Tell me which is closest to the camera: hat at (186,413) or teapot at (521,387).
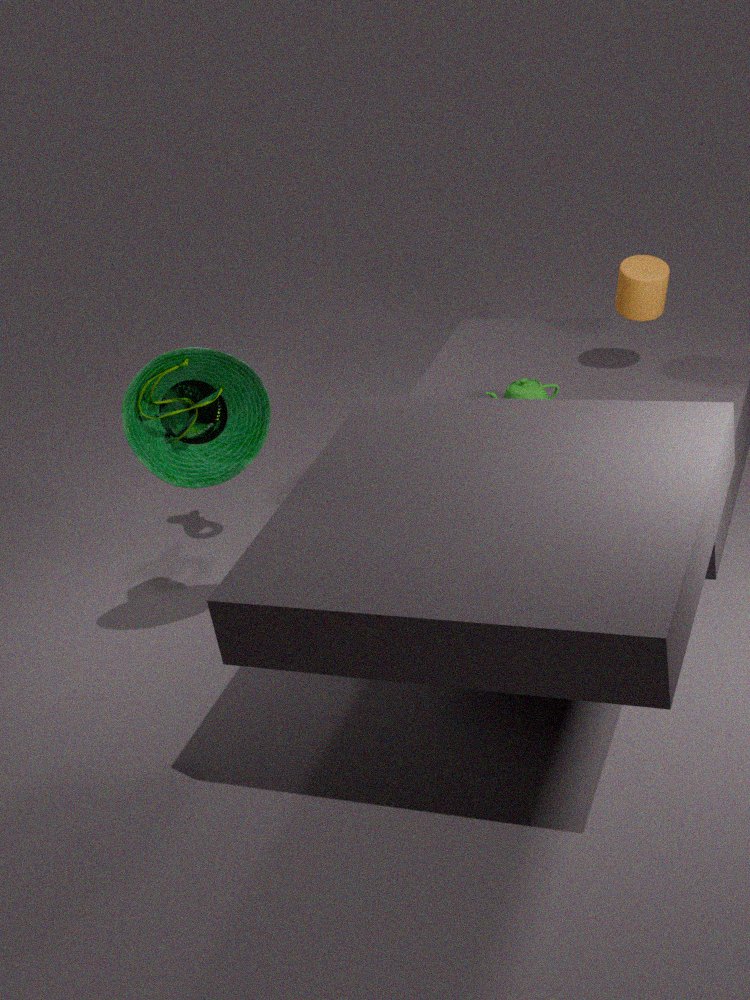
hat at (186,413)
